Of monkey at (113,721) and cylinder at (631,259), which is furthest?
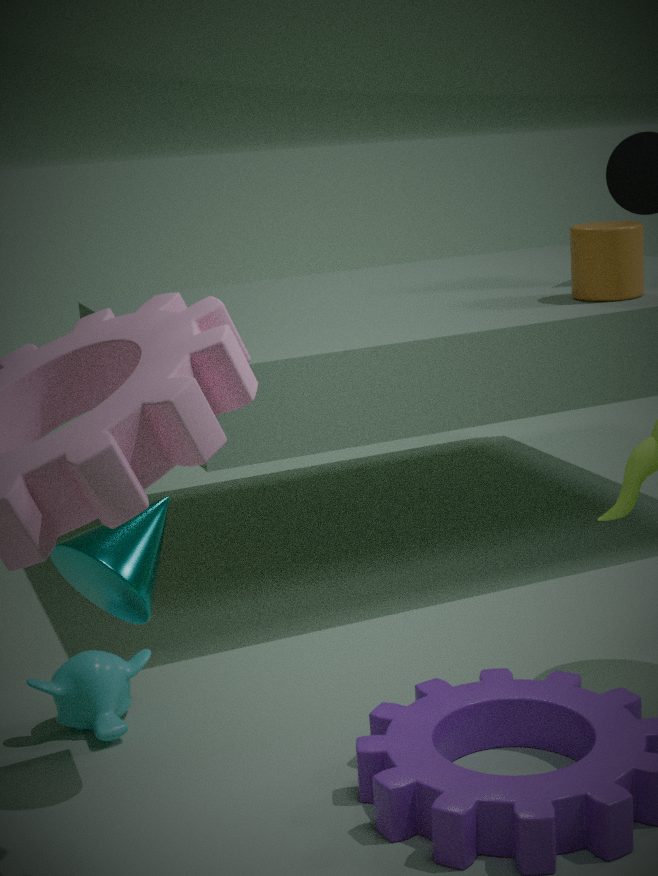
cylinder at (631,259)
